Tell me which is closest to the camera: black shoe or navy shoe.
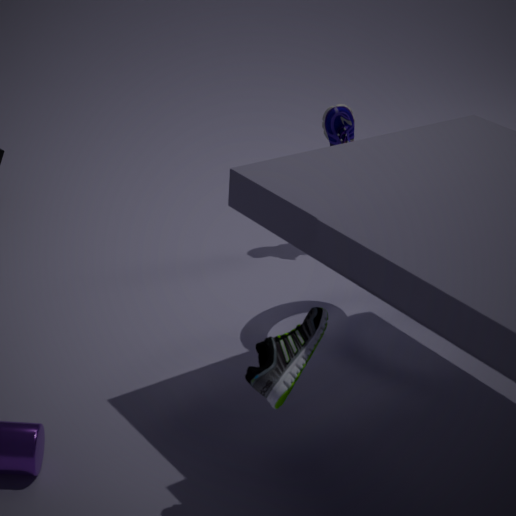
black shoe
